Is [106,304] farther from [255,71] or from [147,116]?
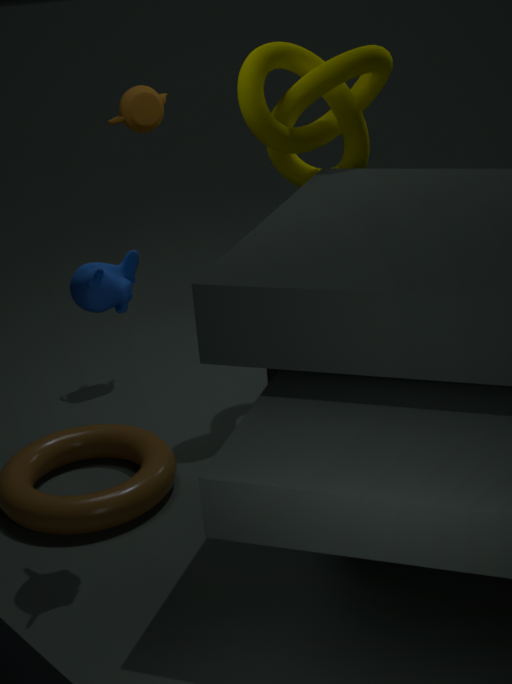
[147,116]
